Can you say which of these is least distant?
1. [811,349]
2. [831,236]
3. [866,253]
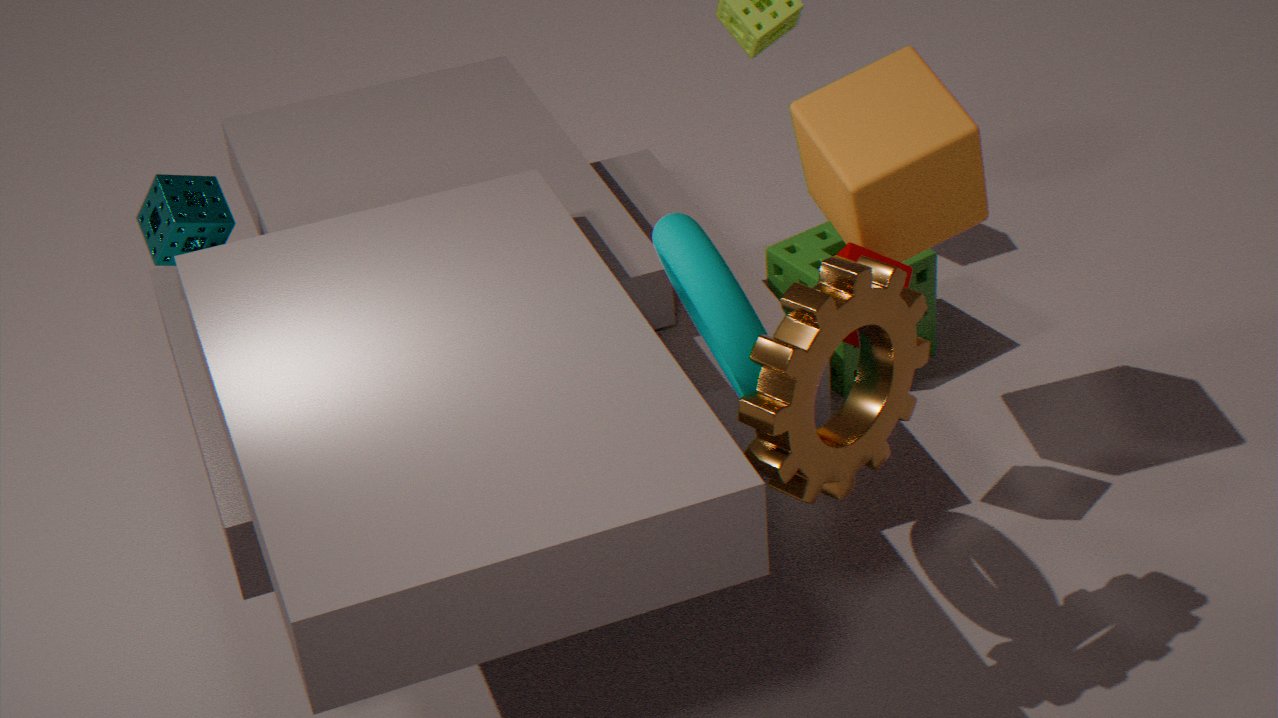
[811,349]
